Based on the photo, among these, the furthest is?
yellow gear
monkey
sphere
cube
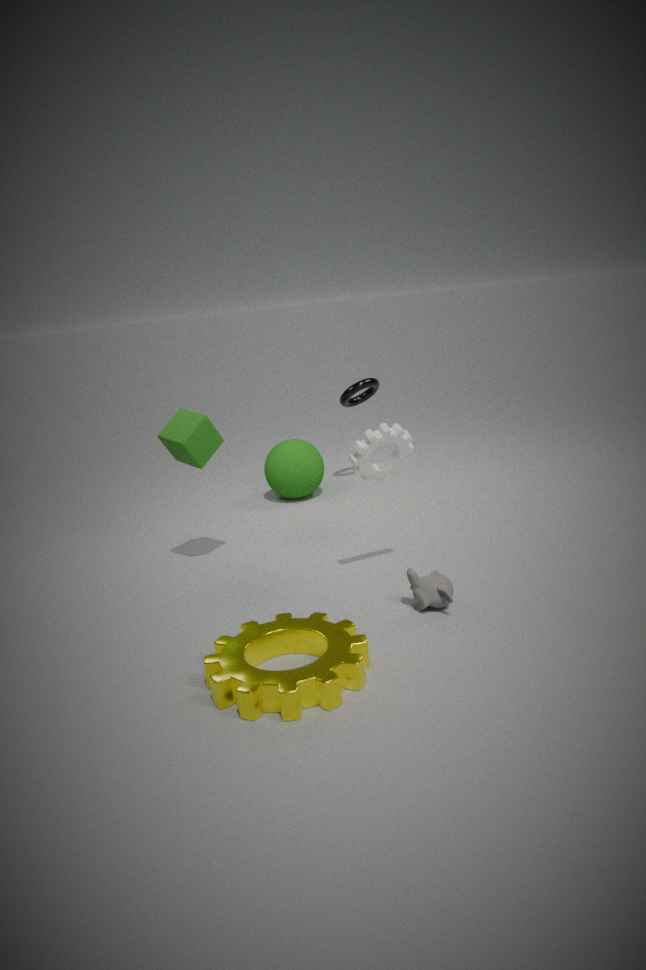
sphere
